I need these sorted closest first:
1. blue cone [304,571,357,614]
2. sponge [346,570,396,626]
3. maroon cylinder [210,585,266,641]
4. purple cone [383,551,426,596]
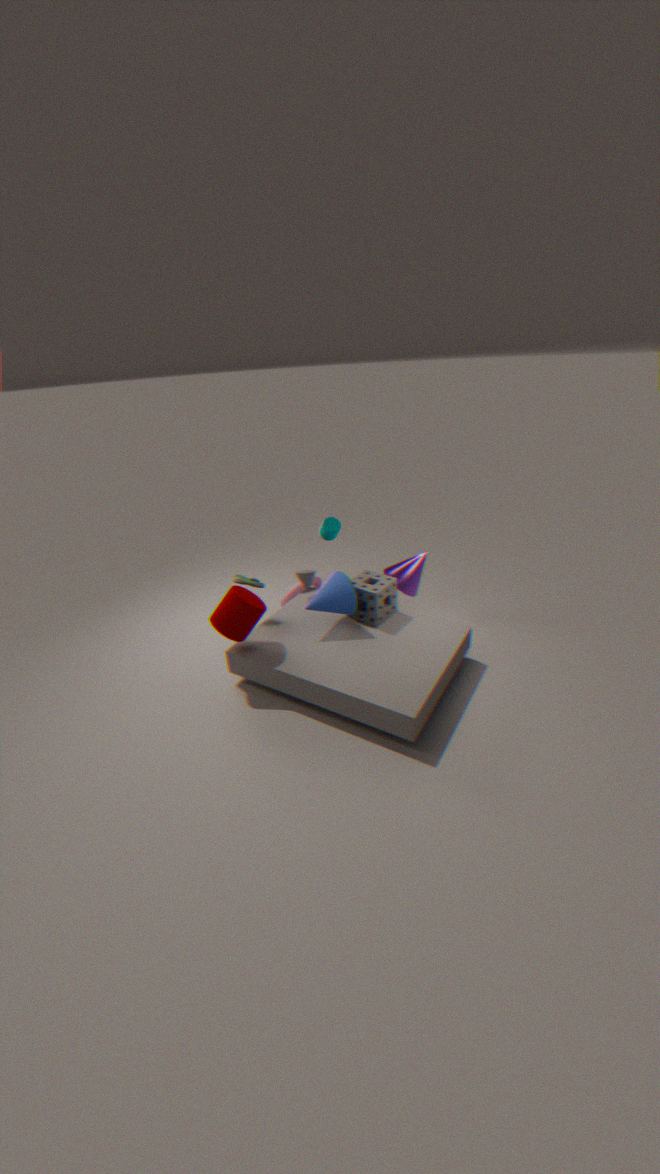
maroon cylinder [210,585,266,641], blue cone [304,571,357,614], sponge [346,570,396,626], purple cone [383,551,426,596]
